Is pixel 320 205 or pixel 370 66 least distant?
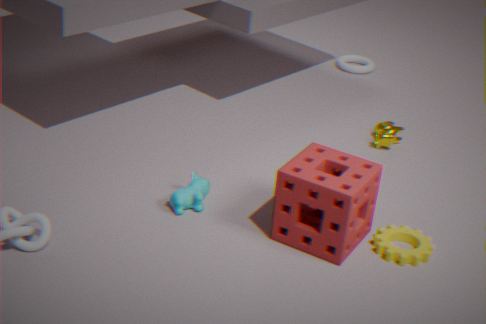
pixel 320 205
